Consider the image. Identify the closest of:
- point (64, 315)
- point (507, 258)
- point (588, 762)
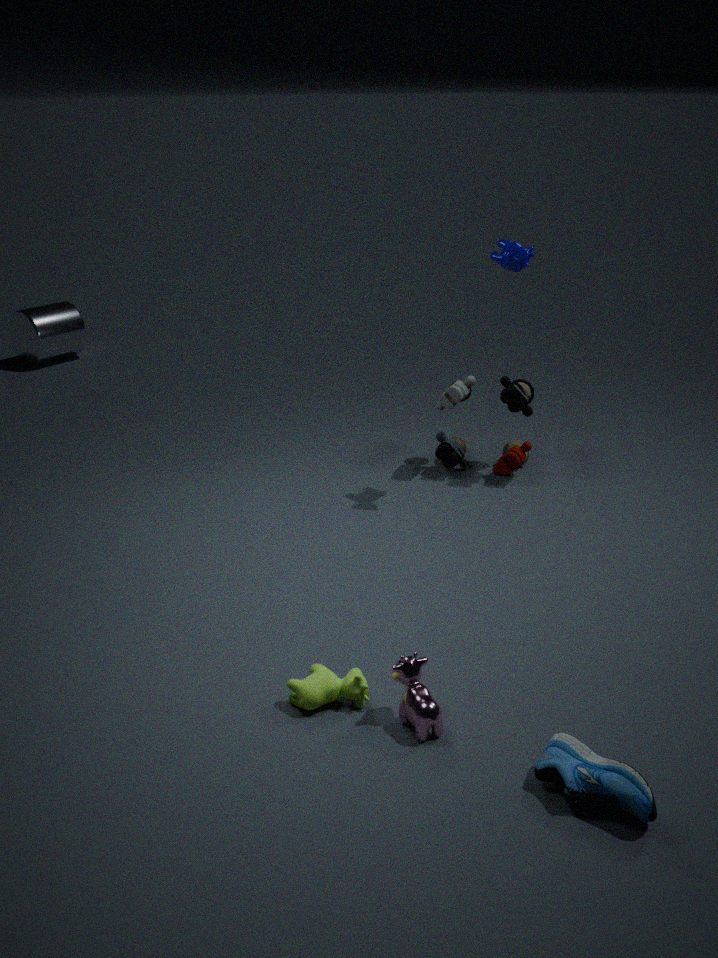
point (588, 762)
